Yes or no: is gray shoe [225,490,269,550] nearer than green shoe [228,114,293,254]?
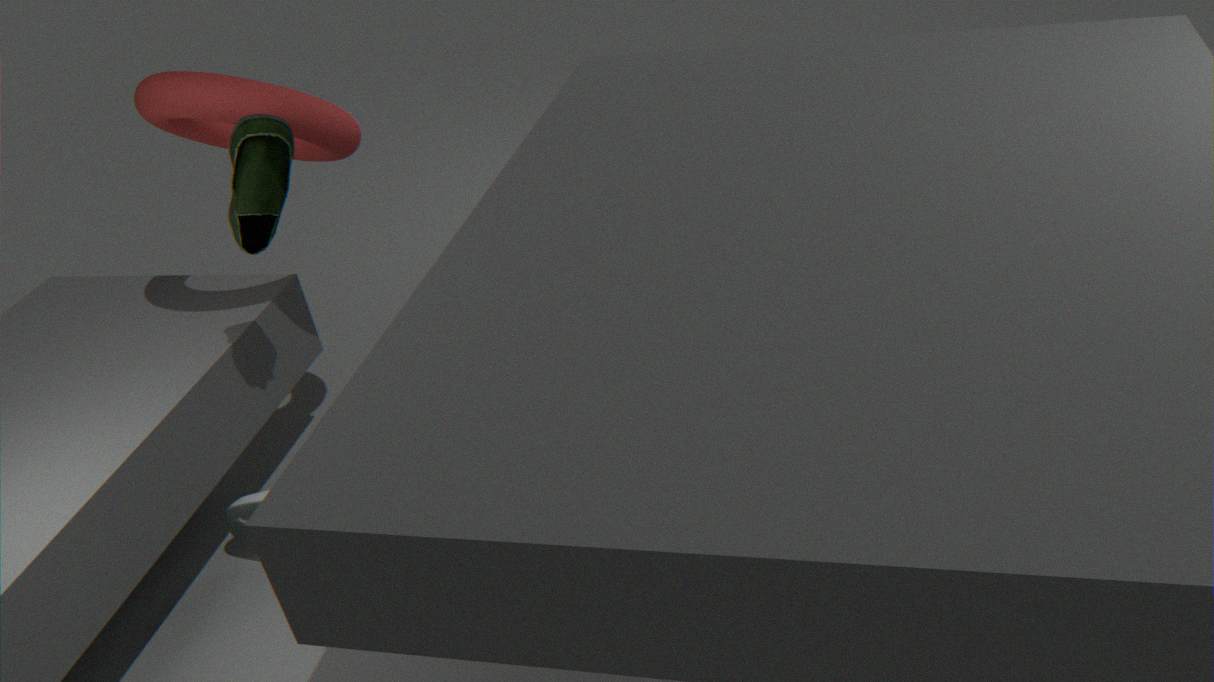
No
